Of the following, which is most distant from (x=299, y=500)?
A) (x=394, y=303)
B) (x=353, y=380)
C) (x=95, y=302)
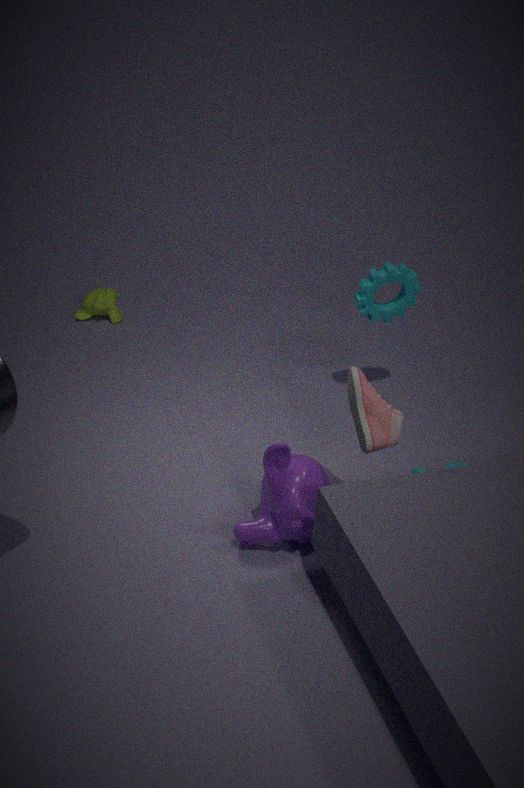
(x=95, y=302)
